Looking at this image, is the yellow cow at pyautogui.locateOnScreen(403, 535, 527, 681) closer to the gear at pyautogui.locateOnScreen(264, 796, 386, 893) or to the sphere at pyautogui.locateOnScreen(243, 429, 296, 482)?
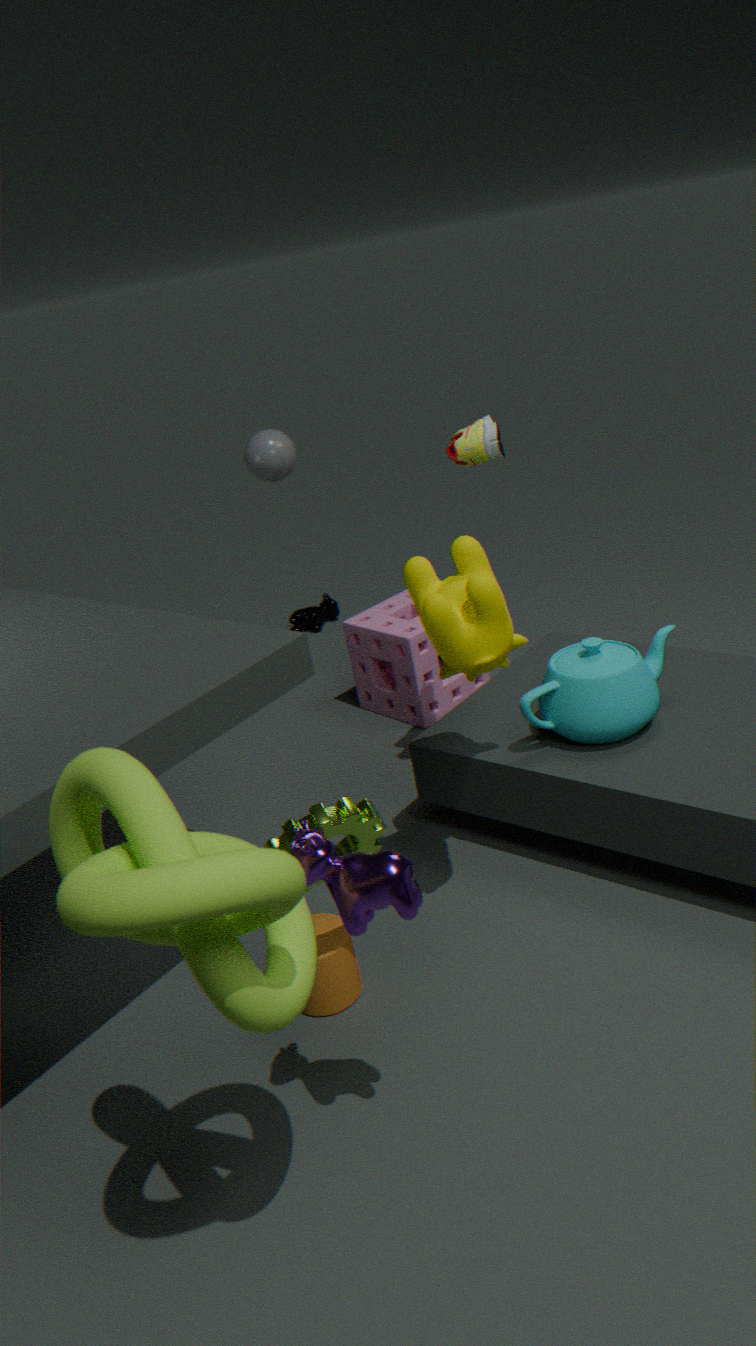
the gear at pyautogui.locateOnScreen(264, 796, 386, 893)
